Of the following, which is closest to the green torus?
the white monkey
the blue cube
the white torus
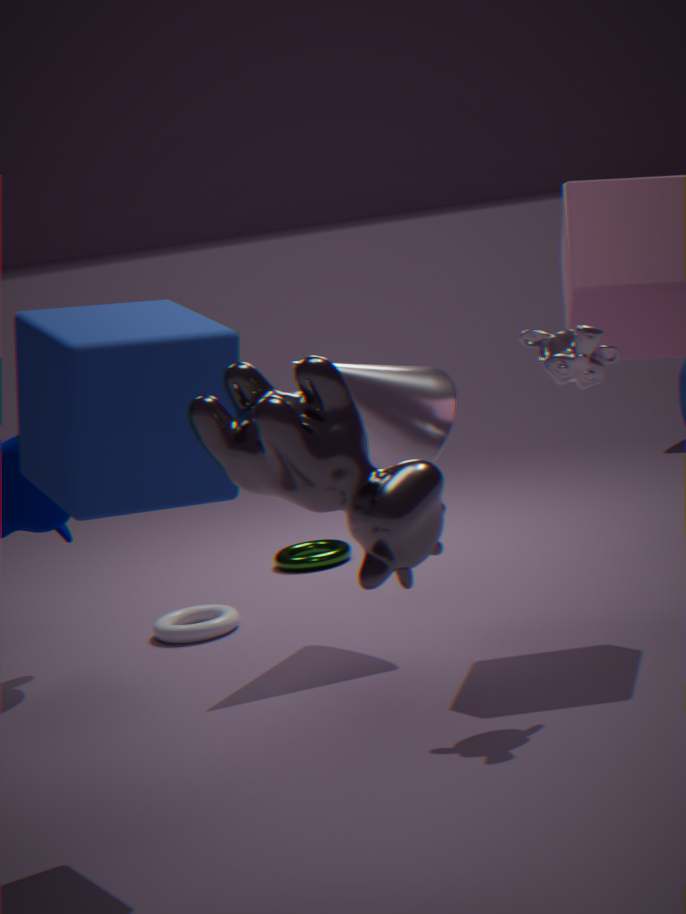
the white torus
